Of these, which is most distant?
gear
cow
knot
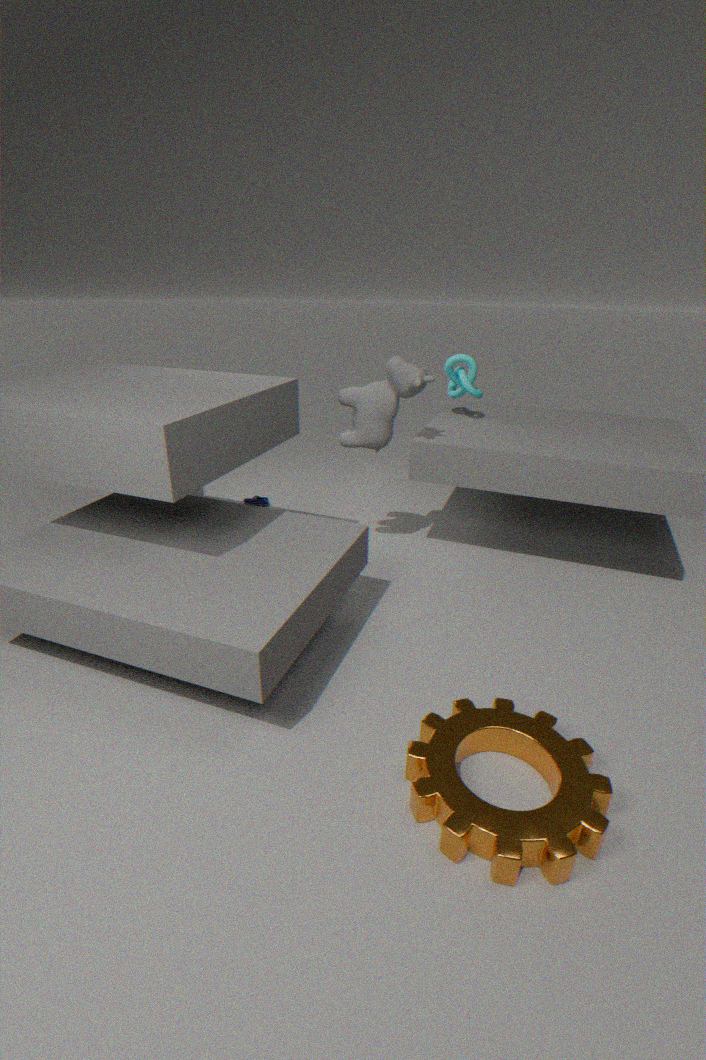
knot
